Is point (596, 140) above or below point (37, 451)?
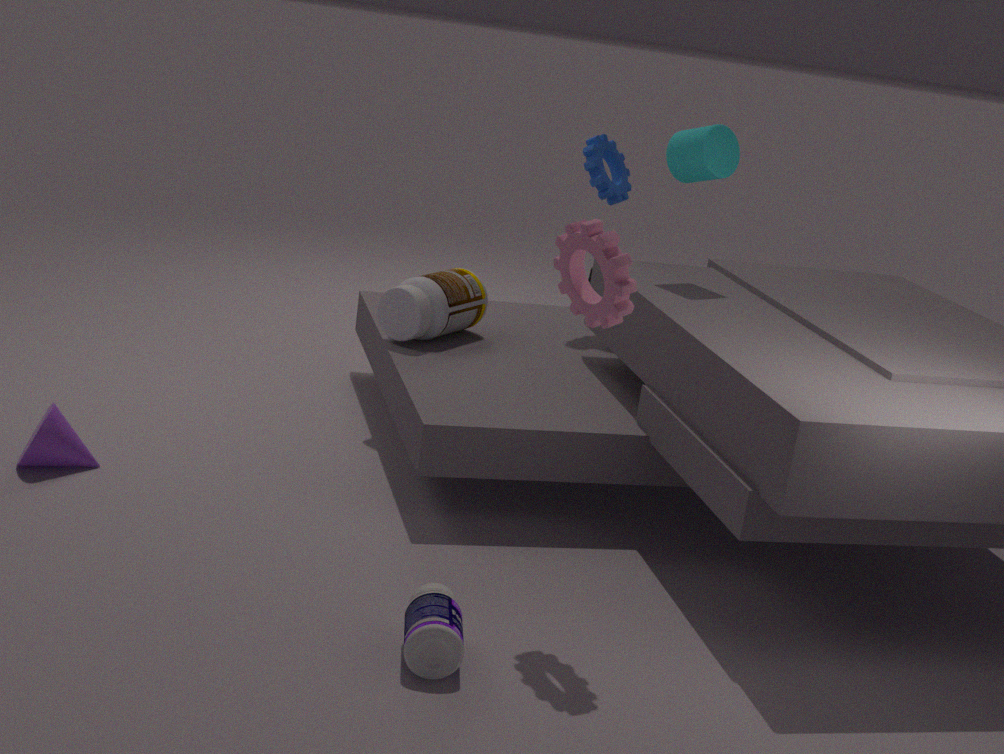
above
